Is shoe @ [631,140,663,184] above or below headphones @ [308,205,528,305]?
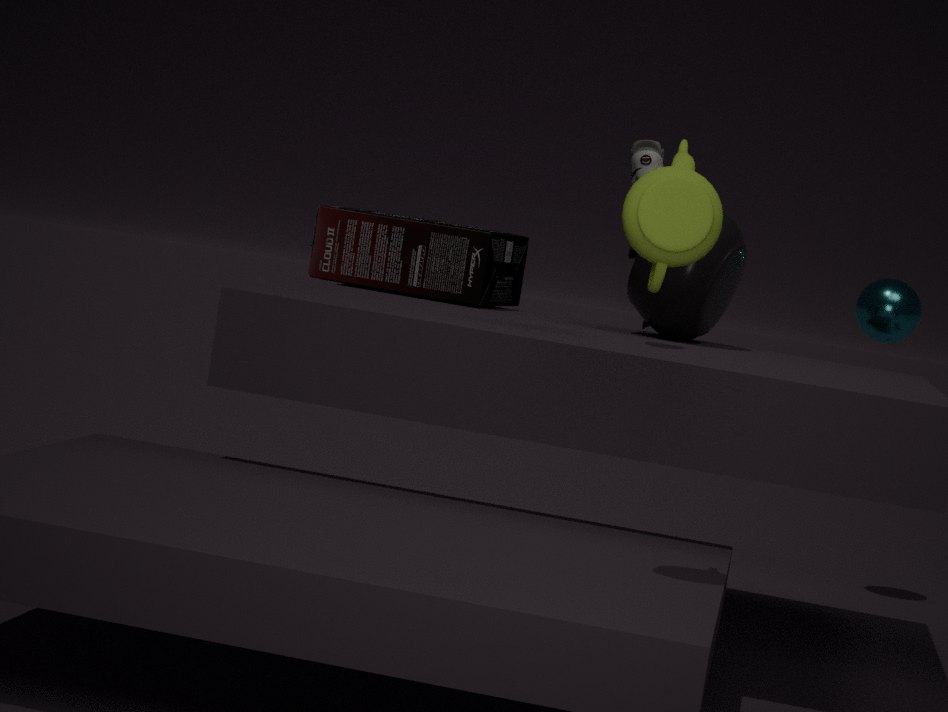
above
